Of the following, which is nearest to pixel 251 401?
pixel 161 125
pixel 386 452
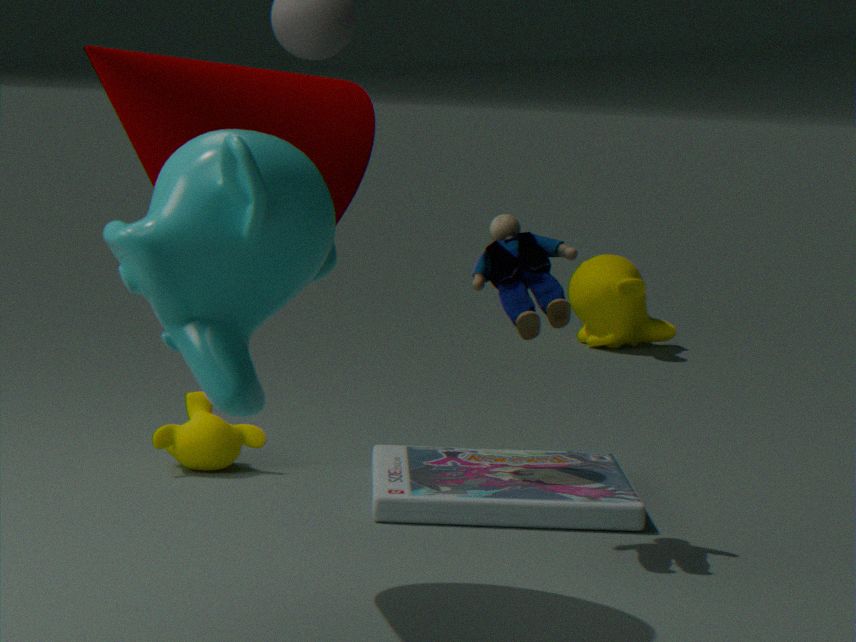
pixel 161 125
